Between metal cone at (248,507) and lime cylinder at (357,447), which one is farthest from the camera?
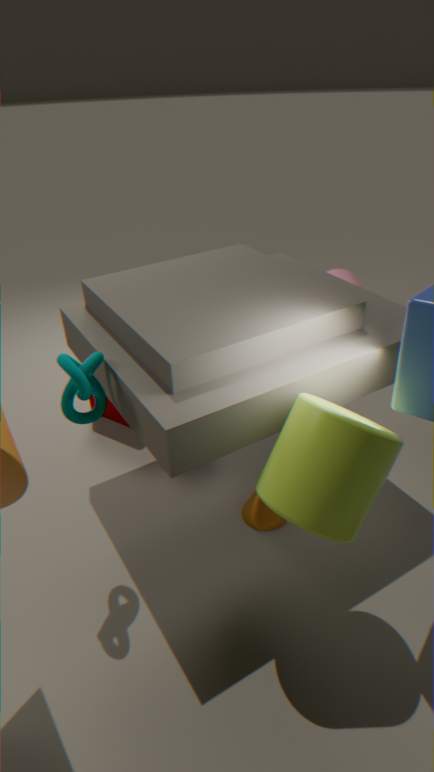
metal cone at (248,507)
